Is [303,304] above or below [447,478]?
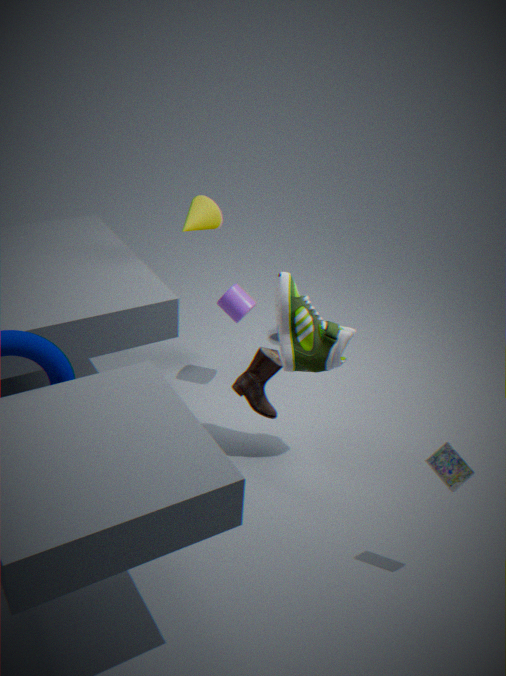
above
